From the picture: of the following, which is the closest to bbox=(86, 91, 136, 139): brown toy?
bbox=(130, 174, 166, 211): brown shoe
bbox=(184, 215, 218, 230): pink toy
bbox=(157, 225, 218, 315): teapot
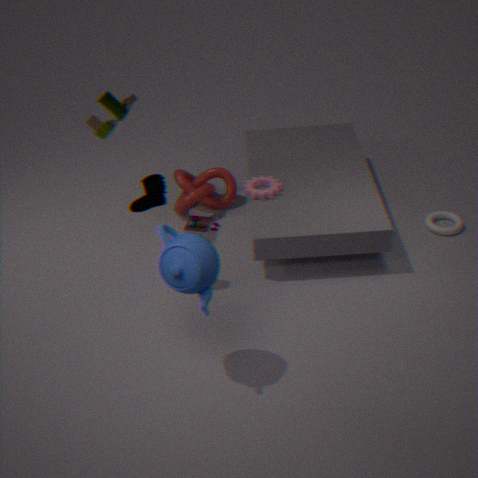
bbox=(130, 174, 166, 211): brown shoe
